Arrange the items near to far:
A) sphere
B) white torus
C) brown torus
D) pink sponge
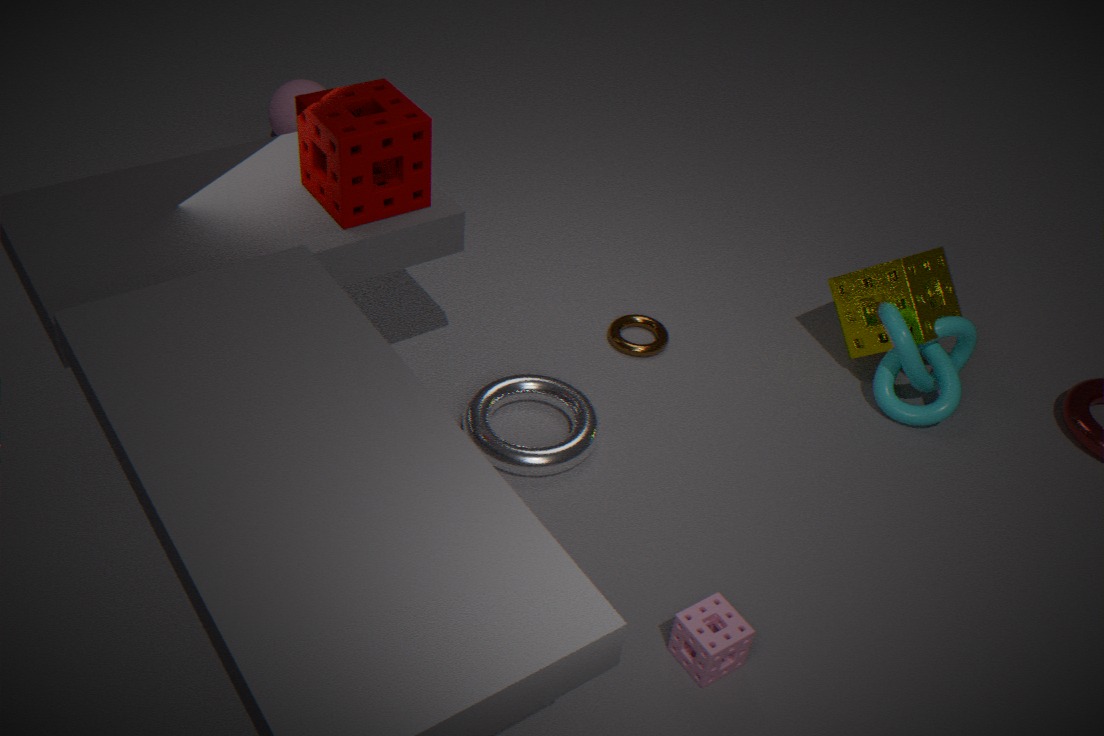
pink sponge, white torus, brown torus, sphere
